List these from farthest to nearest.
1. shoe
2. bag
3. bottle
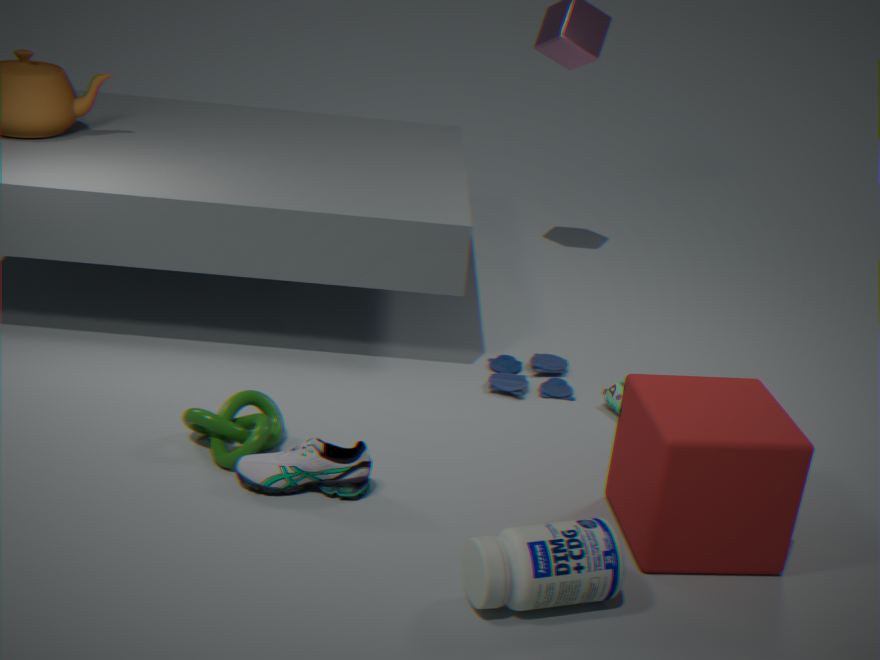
bag, shoe, bottle
